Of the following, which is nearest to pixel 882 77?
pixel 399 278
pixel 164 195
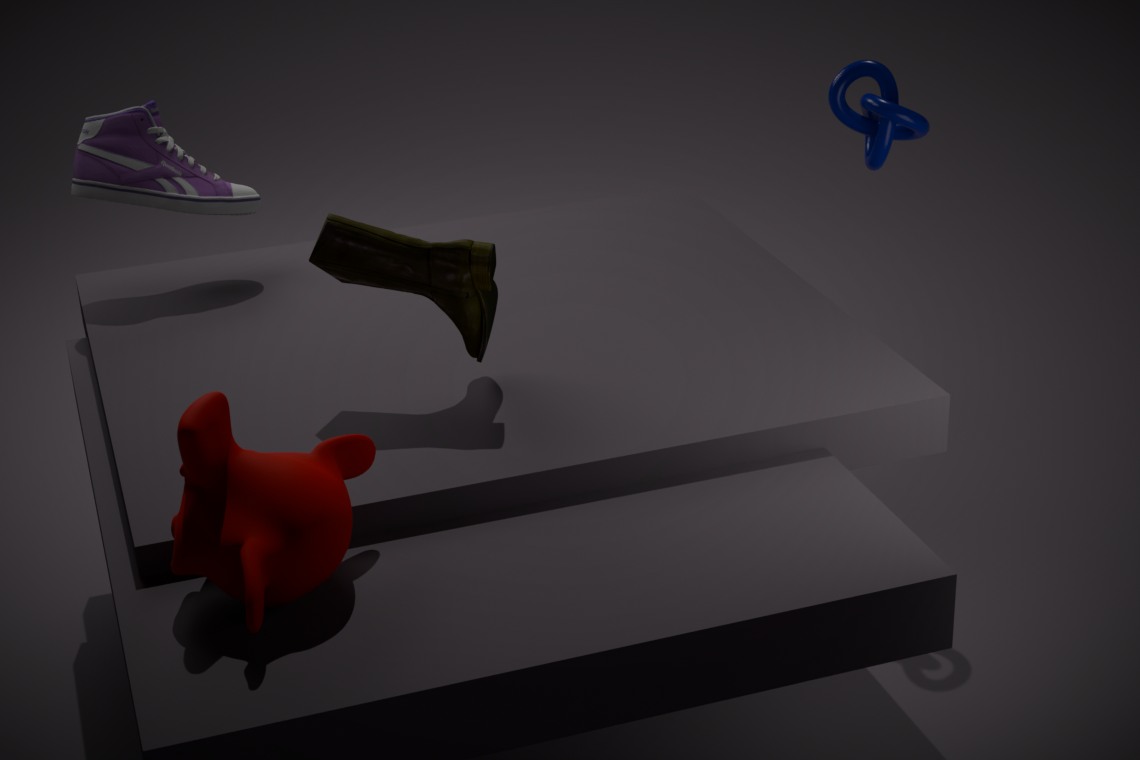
pixel 399 278
